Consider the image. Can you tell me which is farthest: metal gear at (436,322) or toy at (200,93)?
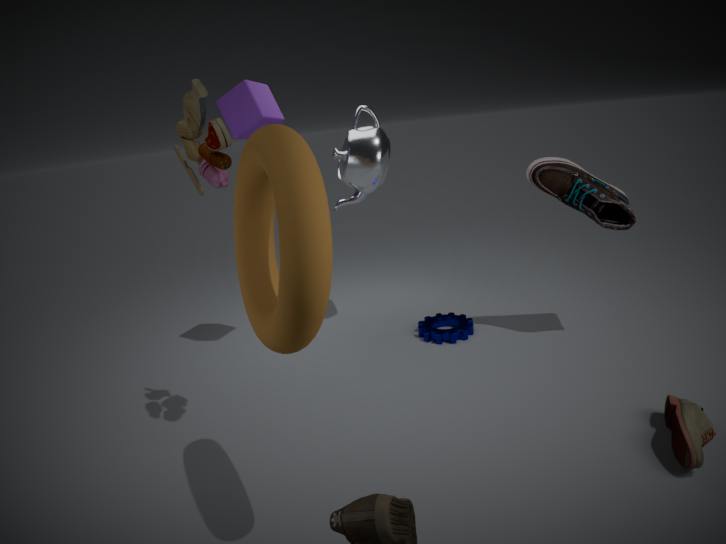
metal gear at (436,322)
